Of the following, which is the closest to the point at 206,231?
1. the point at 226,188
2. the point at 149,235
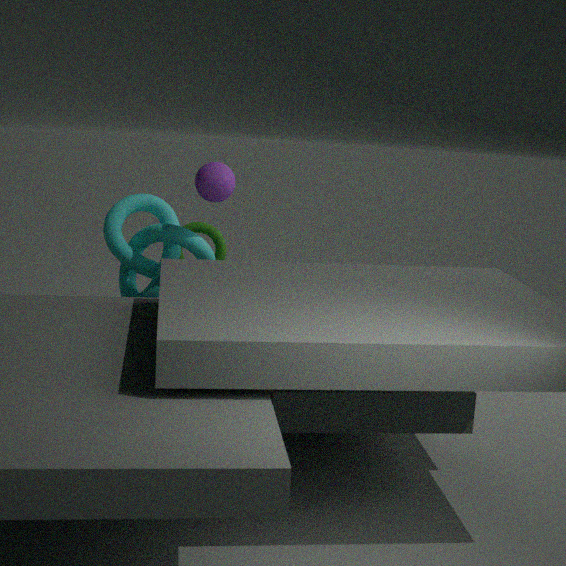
the point at 149,235
